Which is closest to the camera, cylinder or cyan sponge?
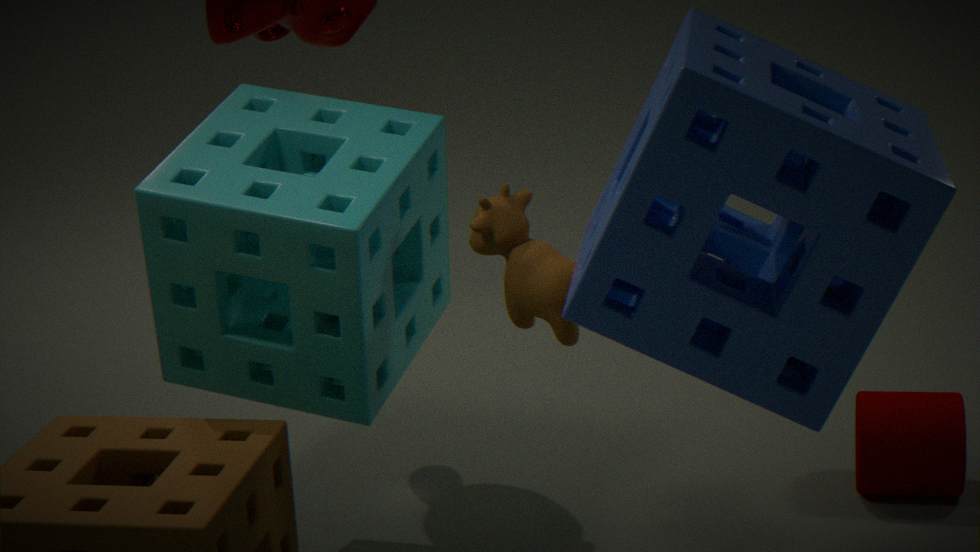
cyan sponge
